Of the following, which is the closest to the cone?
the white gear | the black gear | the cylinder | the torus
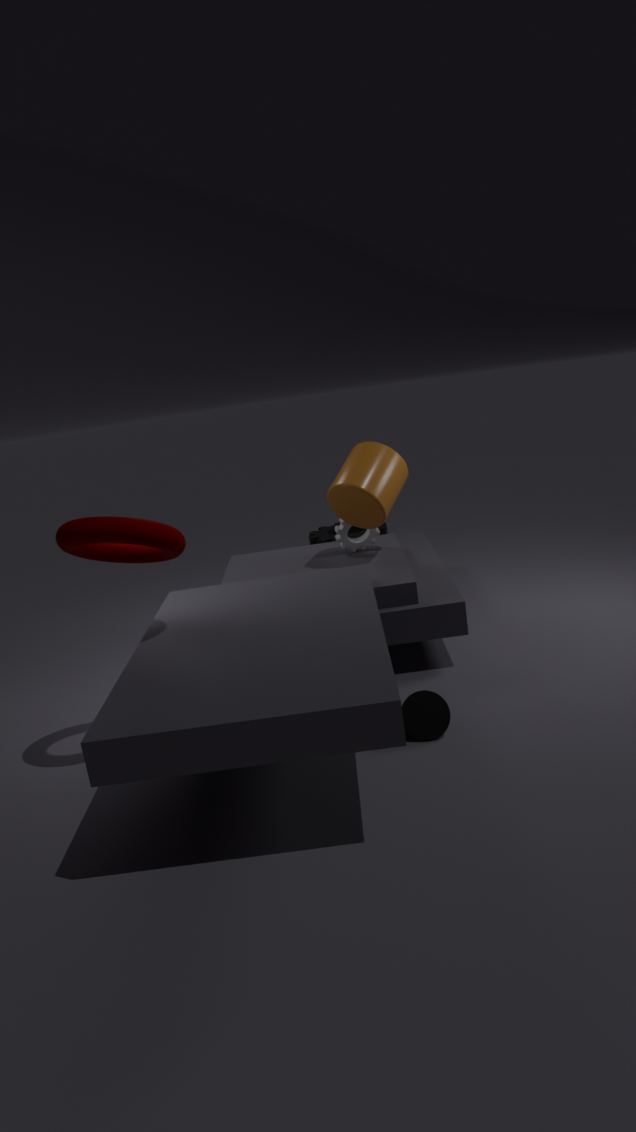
the torus
